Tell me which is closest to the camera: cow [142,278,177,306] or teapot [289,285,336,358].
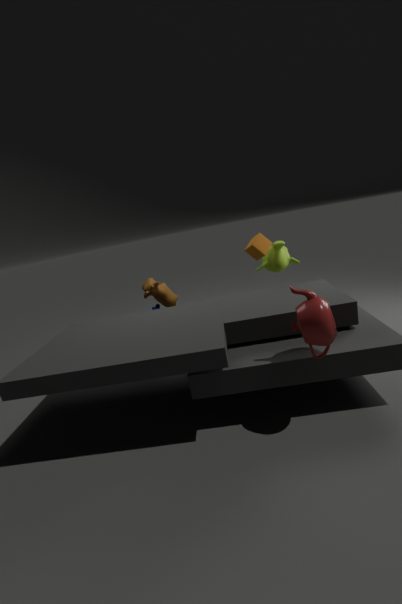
teapot [289,285,336,358]
